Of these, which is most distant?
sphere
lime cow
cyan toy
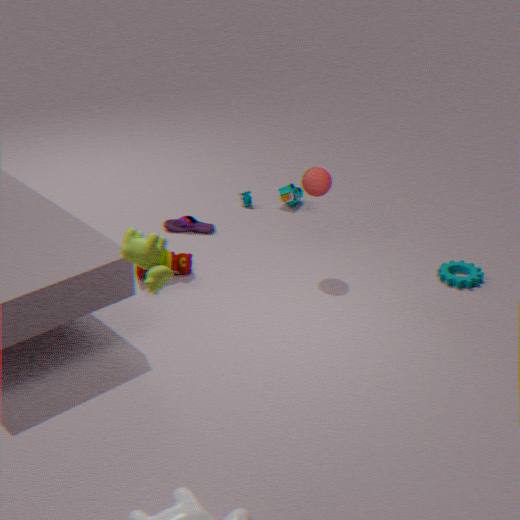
cyan toy
